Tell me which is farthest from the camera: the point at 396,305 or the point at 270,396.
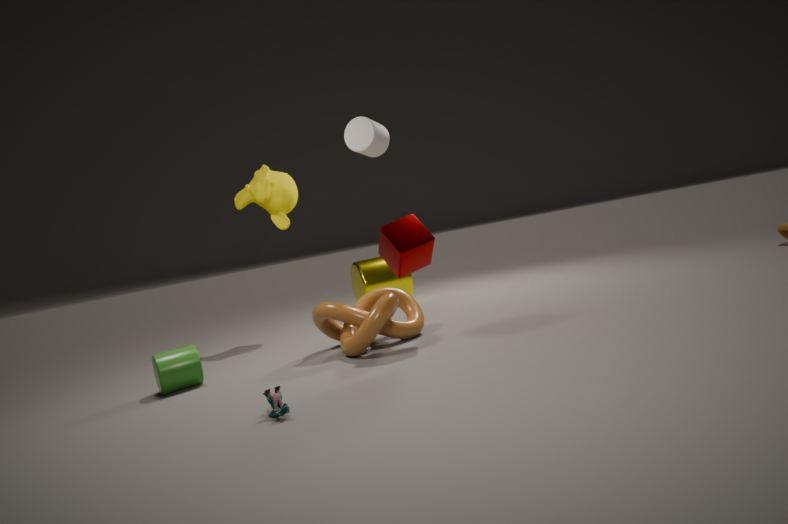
the point at 396,305
